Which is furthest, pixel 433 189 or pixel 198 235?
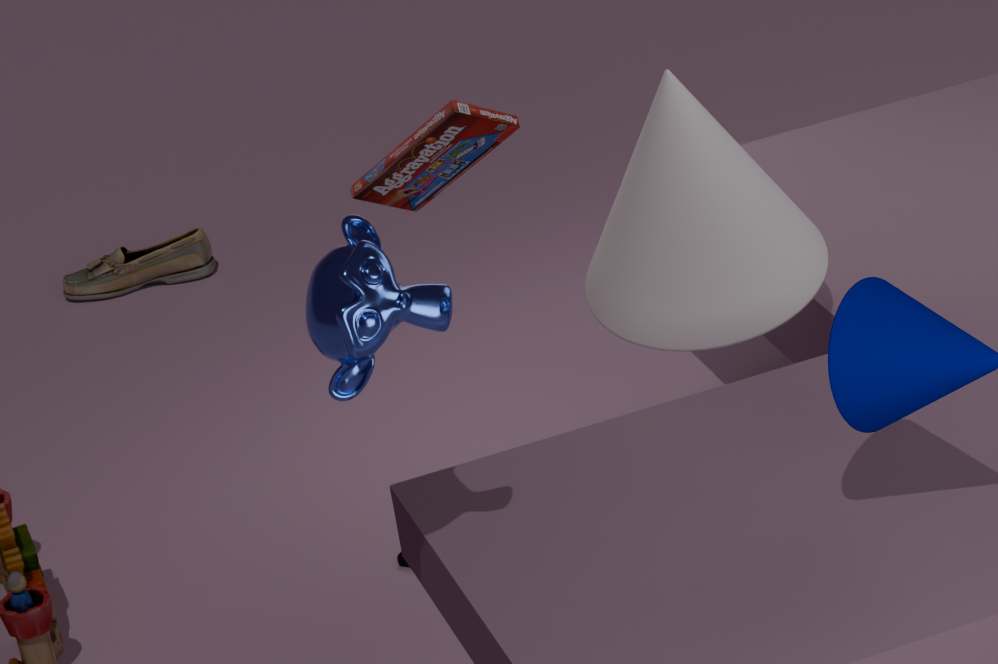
pixel 198 235
